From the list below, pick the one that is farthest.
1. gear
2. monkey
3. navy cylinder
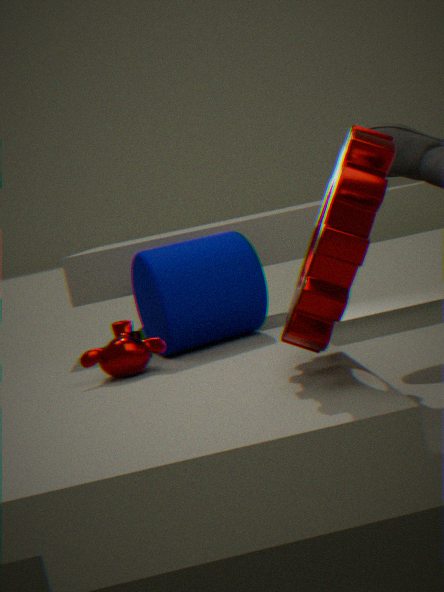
navy cylinder
